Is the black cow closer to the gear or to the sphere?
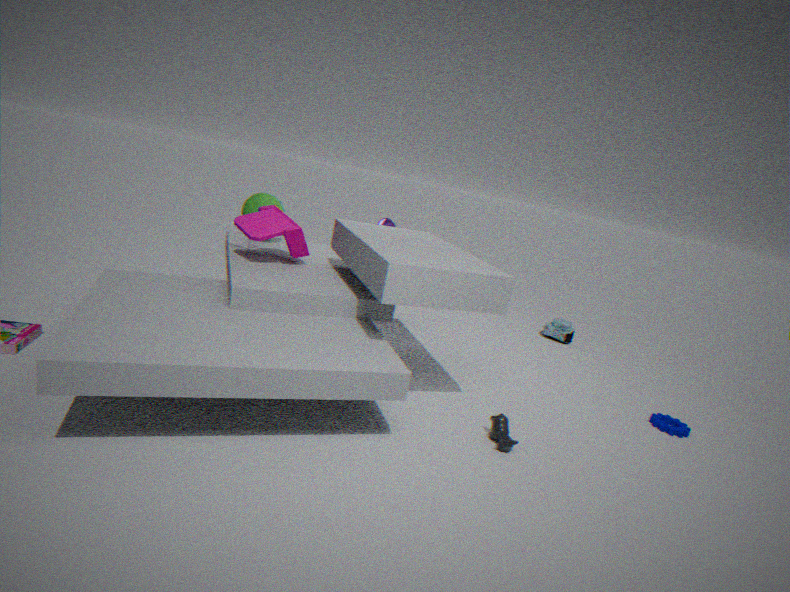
the gear
